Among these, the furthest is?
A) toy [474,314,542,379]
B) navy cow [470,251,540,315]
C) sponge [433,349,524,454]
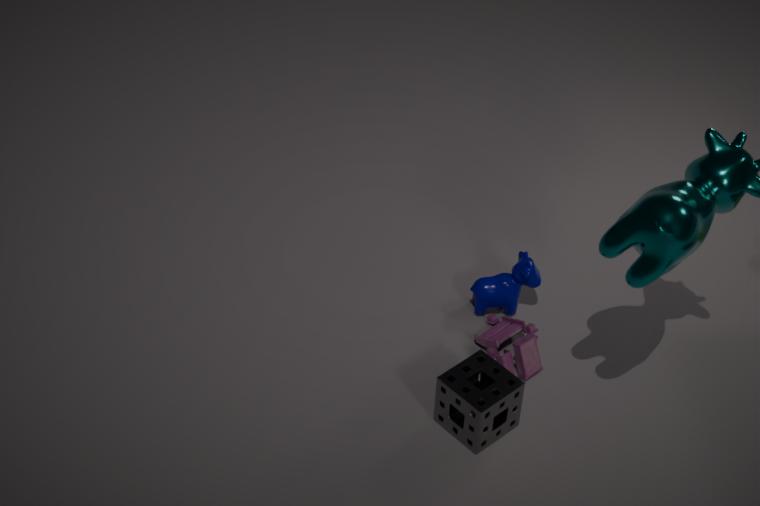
navy cow [470,251,540,315]
